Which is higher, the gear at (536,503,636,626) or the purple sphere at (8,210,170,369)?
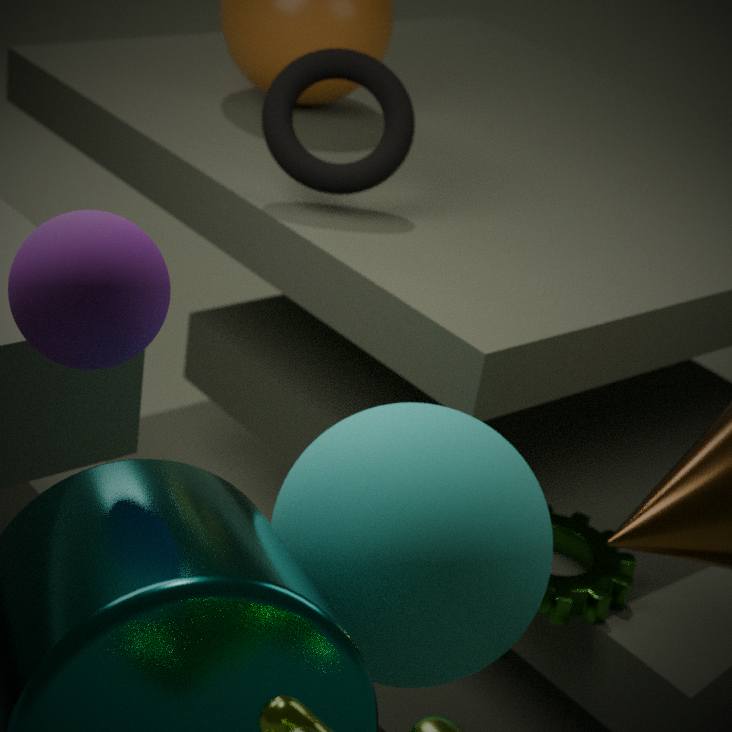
the purple sphere at (8,210,170,369)
